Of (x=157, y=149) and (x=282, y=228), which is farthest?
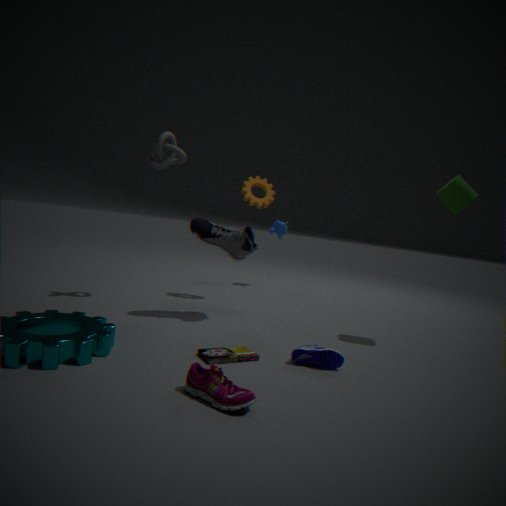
(x=282, y=228)
